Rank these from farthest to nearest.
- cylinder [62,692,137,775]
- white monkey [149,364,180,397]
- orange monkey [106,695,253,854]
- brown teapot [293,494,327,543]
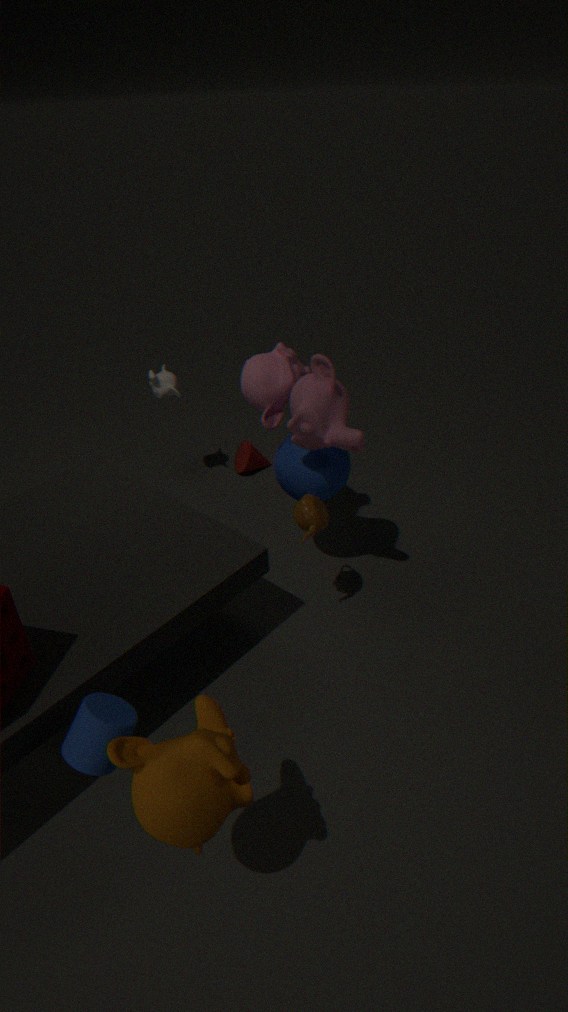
white monkey [149,364,180,397] → brown teapot [293,494,327,543] → cylinder [62,692,137,775] → orange monkey [106,695,253,854]
